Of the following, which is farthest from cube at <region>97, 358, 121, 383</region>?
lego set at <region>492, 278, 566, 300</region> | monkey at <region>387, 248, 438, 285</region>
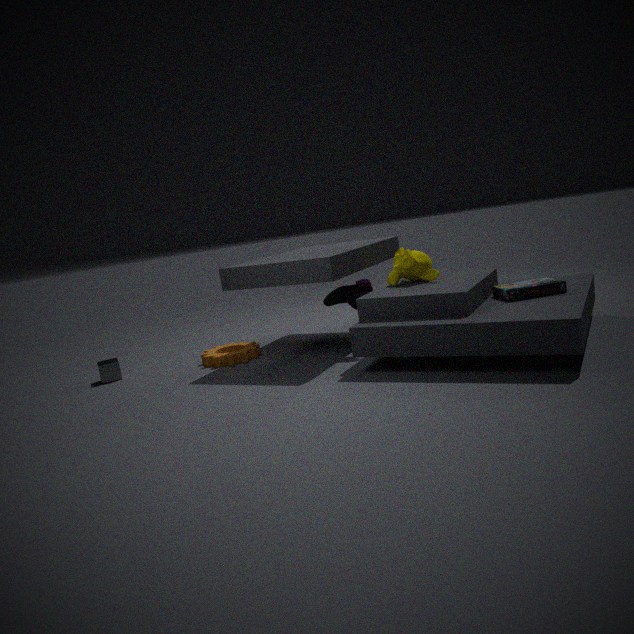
lego set at <region>492, 278, 566, 300</region>
